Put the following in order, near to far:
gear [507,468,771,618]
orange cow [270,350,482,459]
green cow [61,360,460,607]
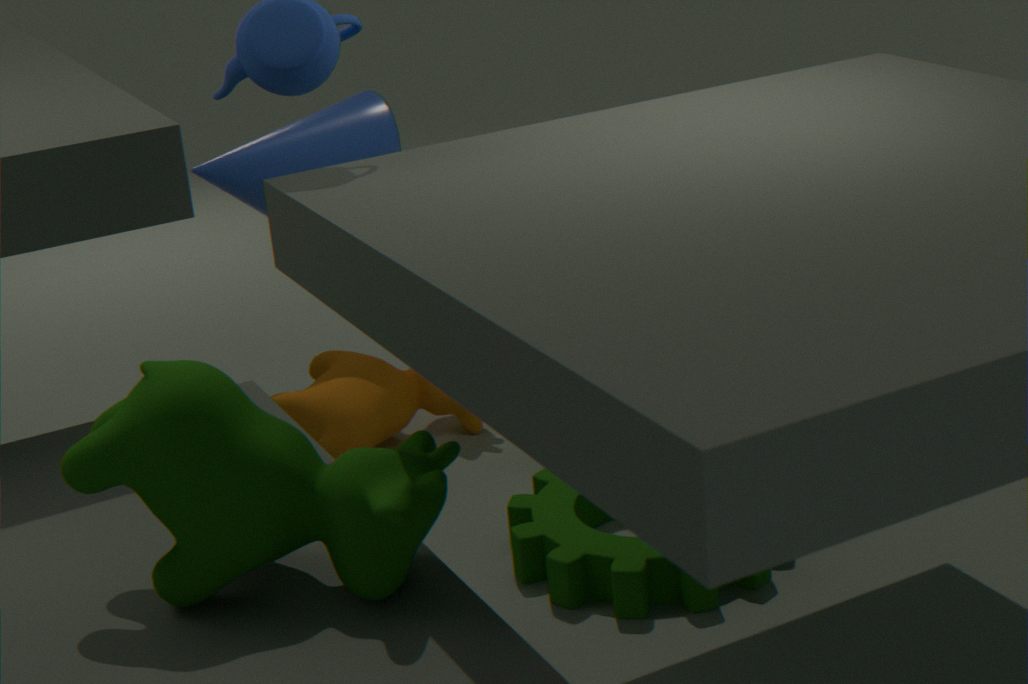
1. green cow [61,360,460,607]
2. gear [507,468,771,618]
3. orange cow [270,350,482,459]
